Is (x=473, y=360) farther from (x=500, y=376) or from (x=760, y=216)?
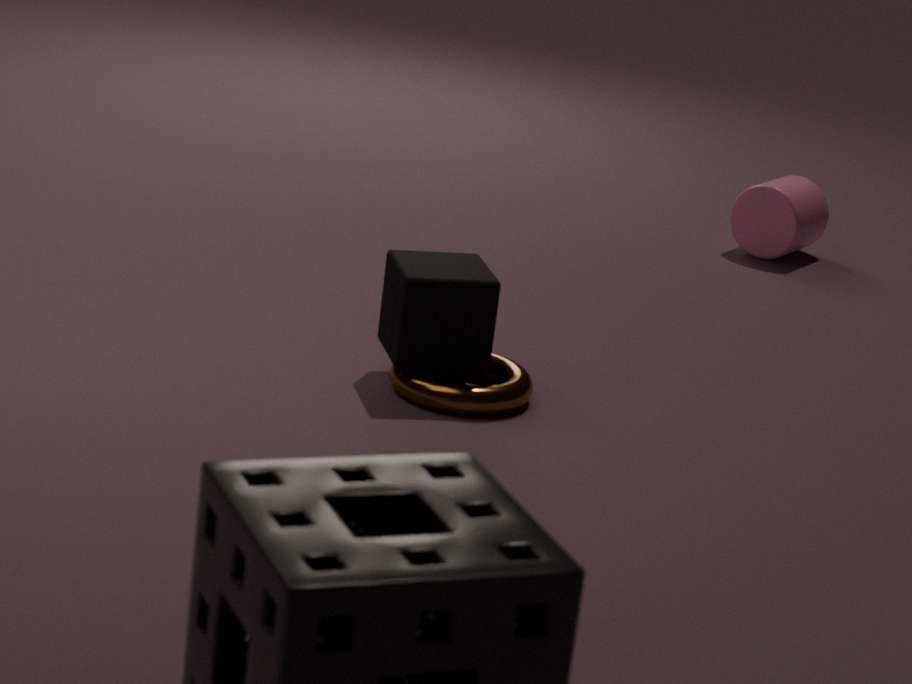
(x=760, y=216)
